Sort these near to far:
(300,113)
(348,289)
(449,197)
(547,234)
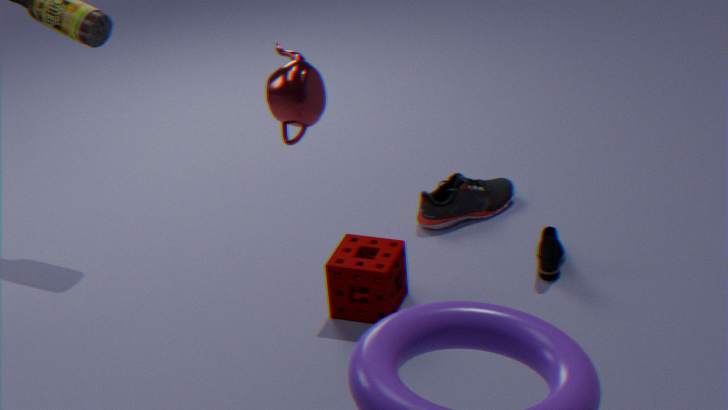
(300,113)
(348,289)
(547,234)
(449,197)
